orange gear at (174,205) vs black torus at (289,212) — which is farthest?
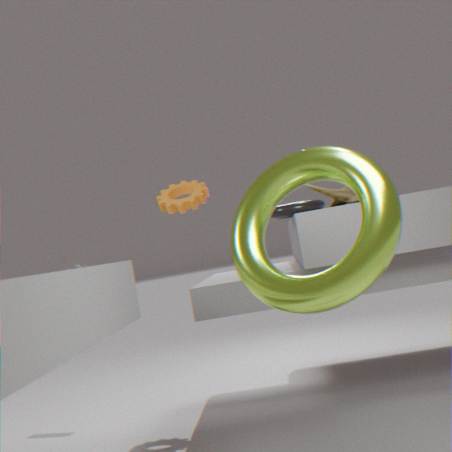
orange gear at (174,205)
